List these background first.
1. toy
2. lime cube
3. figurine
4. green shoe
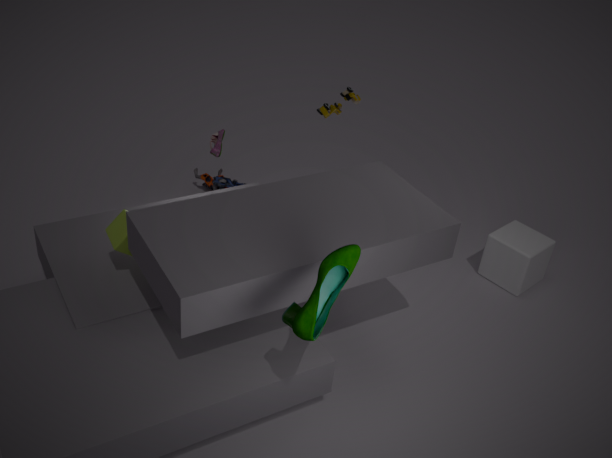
1. figurine
2. toy
3. lime cube
4. green shoe
